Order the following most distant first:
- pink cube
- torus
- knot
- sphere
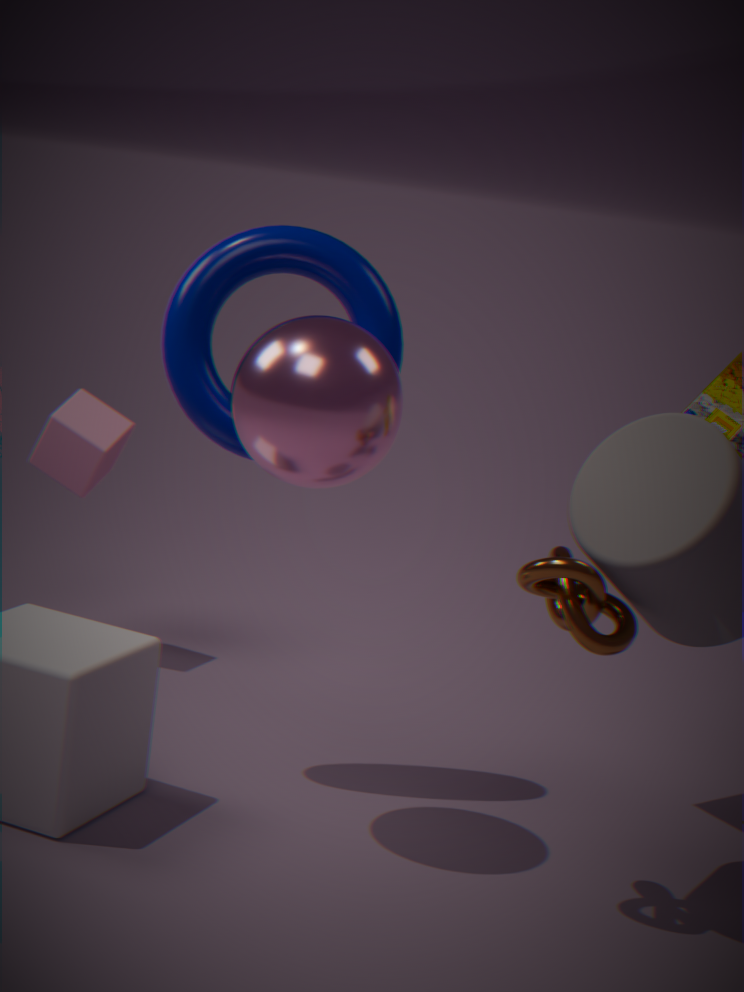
pink cube
torus
sphere
knot
